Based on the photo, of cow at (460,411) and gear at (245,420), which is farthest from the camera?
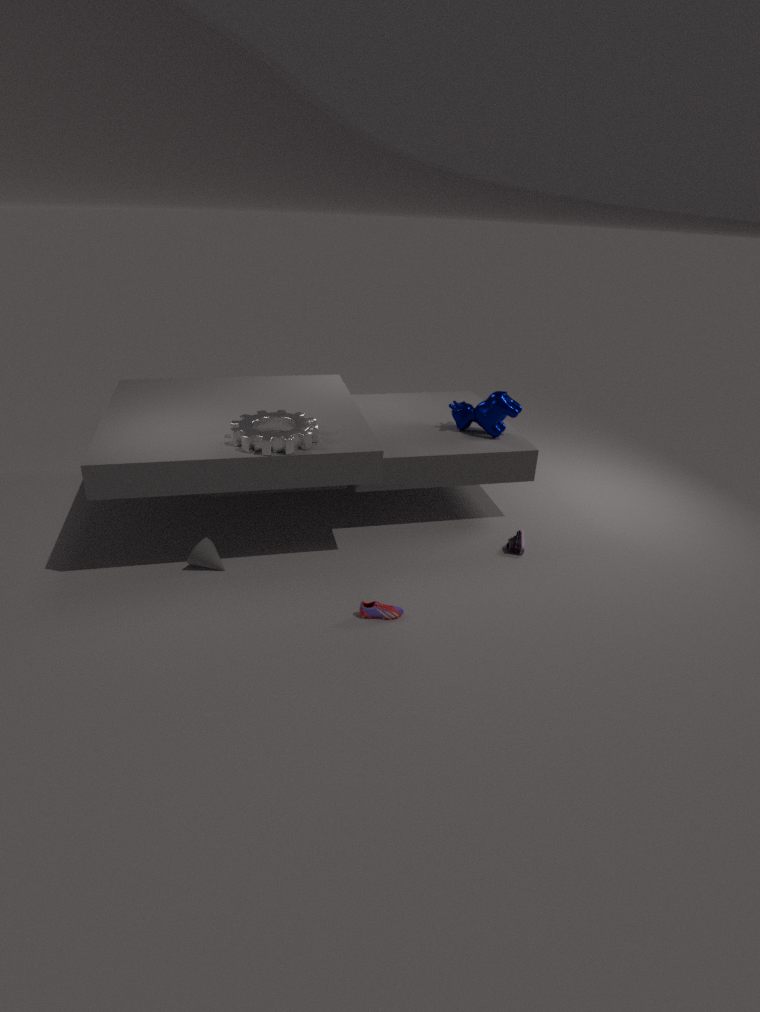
cow at (460,411)
